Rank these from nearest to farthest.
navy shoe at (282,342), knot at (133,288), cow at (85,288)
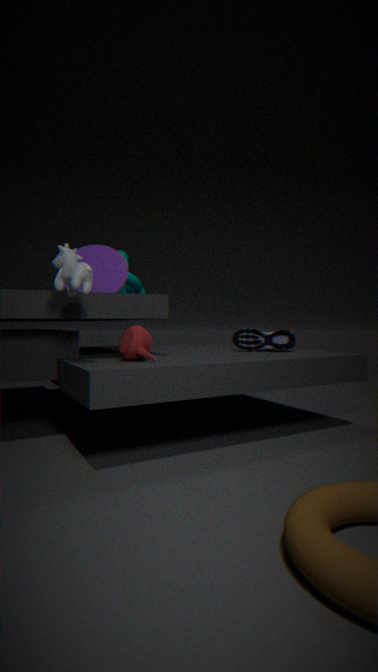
1. cow at (85,288)
2. navy shoe at (282,342)
3. knot at (133,288)
